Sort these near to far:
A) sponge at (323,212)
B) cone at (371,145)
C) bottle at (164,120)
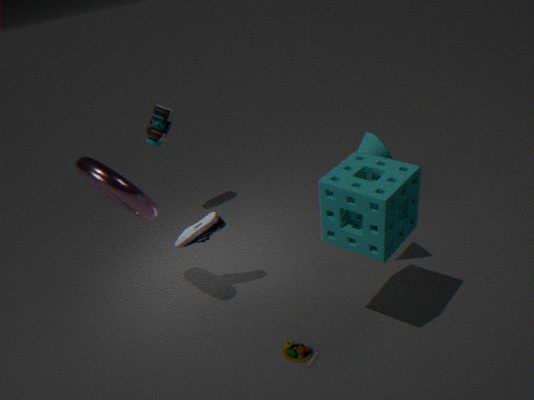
1. sponge at (323,212)
2. cone at (371,145)
3. bottle at (164,120)
